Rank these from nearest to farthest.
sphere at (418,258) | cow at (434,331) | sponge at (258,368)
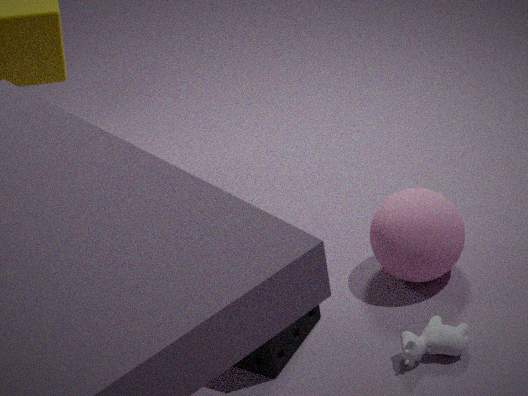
1. cow at (434,331)
2. sponge at (258,368)
3. sphere at (418,258)
